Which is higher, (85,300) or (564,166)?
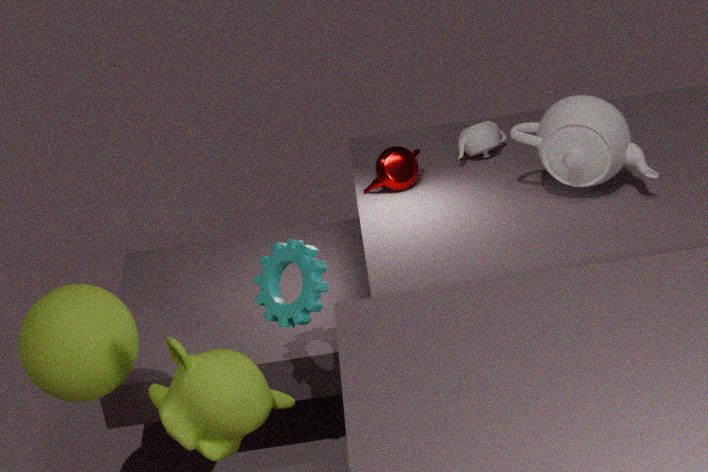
(564,166)
